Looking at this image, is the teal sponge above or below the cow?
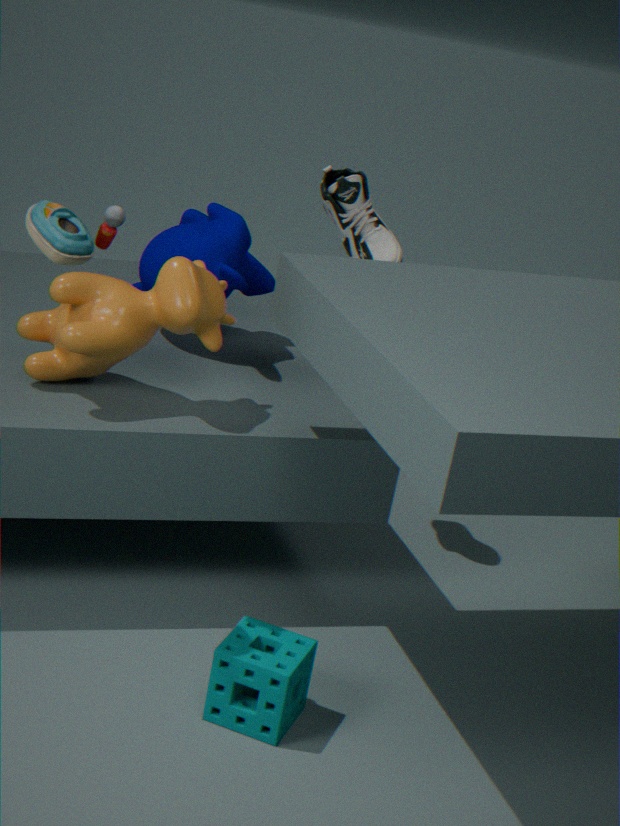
below
